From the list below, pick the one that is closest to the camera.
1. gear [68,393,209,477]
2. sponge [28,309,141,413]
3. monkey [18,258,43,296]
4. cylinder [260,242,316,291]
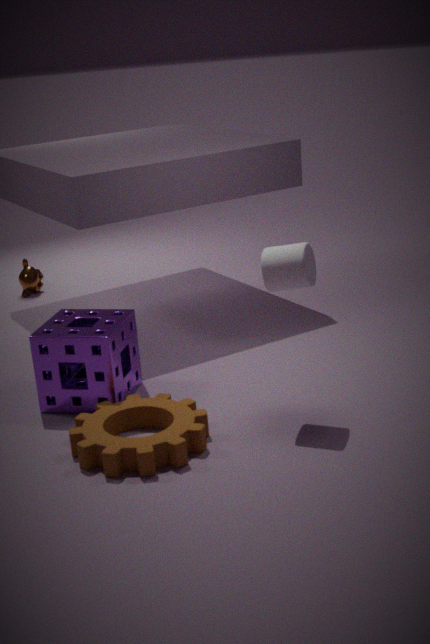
gear [68,393,209,477]
